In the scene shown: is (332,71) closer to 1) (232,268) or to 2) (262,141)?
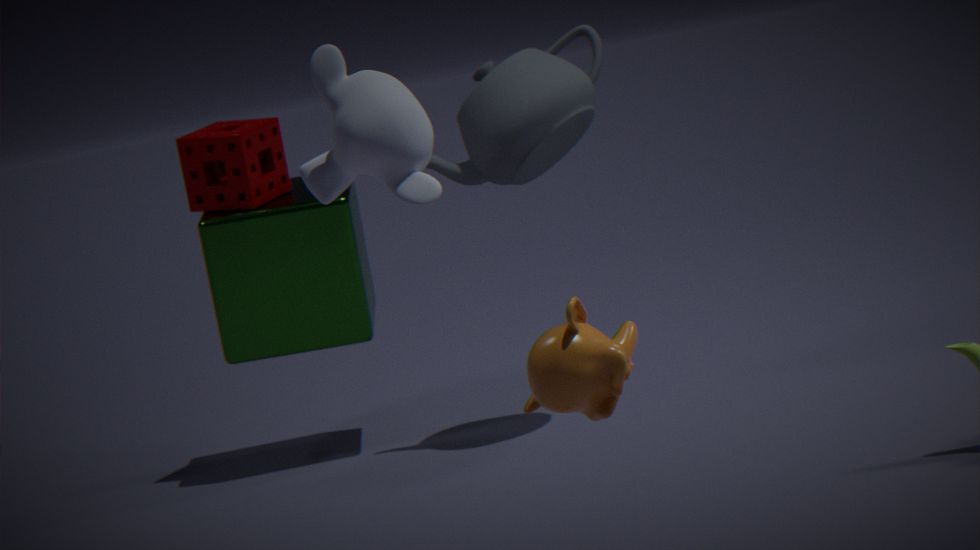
2) (262,141)
